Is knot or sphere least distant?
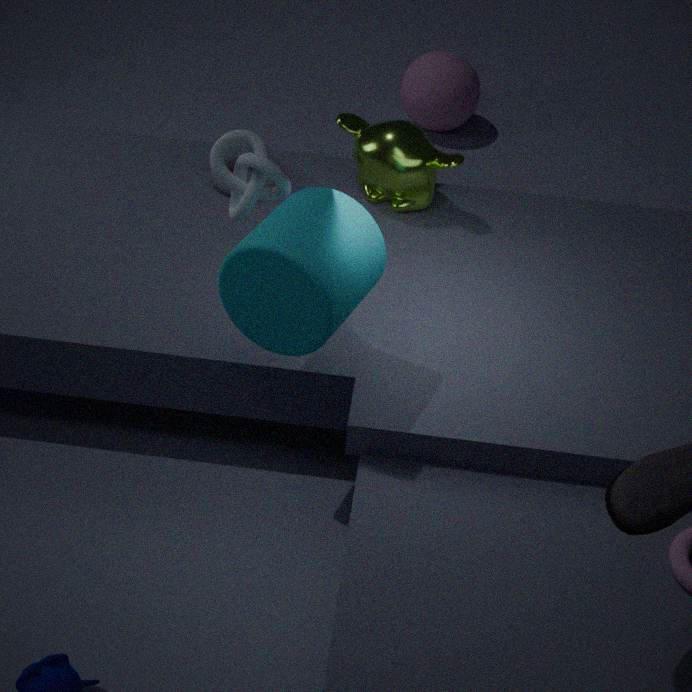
knot
